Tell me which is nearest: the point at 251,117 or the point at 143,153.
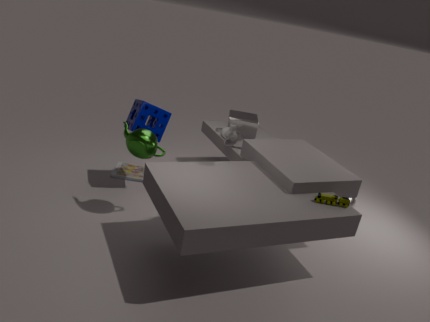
the point at 143,153
